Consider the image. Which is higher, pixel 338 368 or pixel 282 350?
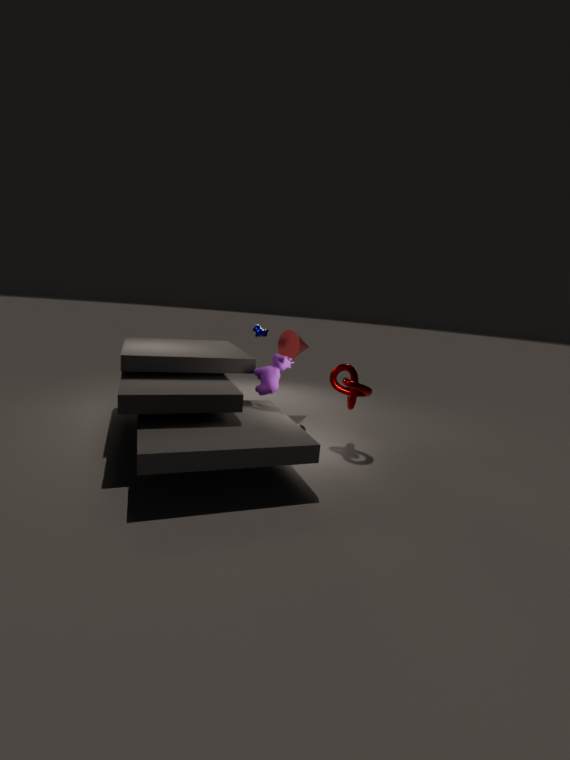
pixel 282 350
